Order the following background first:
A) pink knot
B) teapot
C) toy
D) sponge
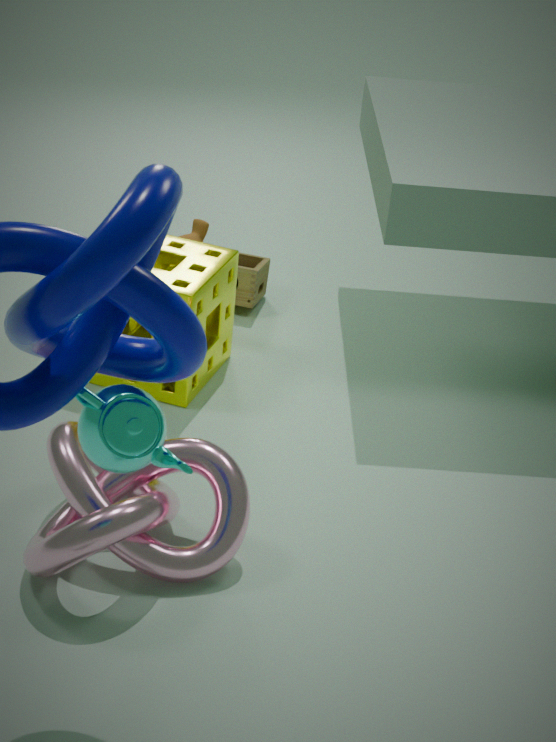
toy < sponge < pink knot < teapot
